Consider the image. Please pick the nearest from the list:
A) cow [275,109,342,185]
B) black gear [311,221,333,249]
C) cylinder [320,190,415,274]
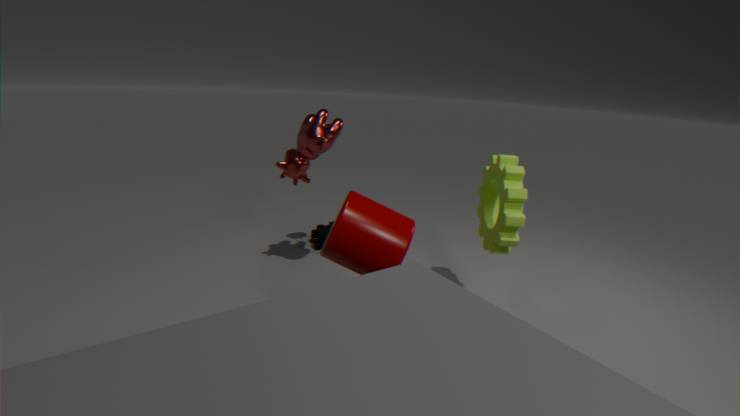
cylinder [320,190,415,274]
